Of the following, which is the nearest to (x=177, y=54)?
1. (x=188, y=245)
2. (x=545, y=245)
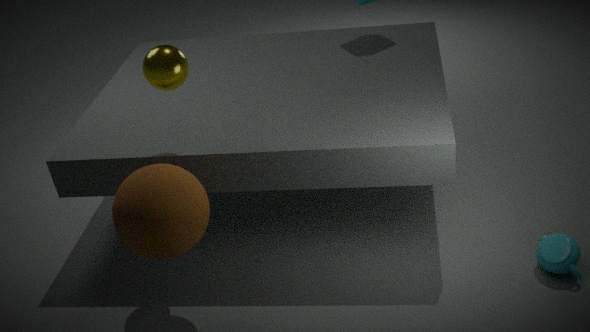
(x=188, y=245)
